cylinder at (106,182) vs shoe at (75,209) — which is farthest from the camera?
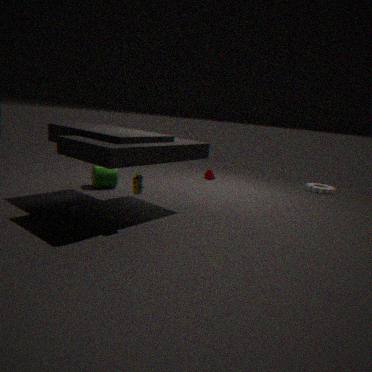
cylinder at (106,182)
